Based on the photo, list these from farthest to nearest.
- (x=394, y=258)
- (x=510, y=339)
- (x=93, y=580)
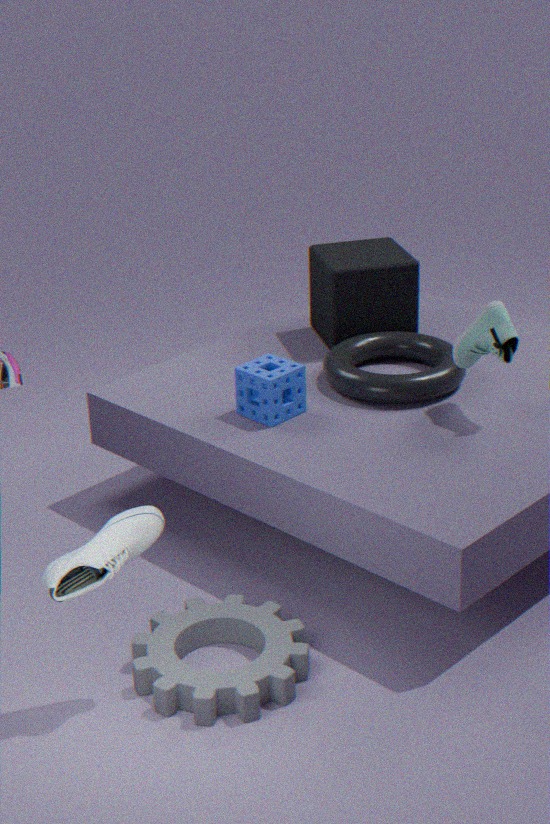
(x=394, y=258) → (x=510, y=339) → (x=93, y=580)
